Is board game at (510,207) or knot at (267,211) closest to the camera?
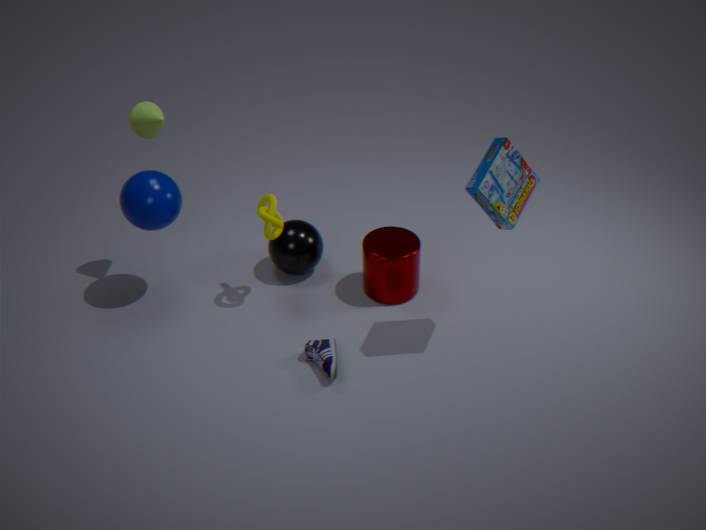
board game at (510,207)
